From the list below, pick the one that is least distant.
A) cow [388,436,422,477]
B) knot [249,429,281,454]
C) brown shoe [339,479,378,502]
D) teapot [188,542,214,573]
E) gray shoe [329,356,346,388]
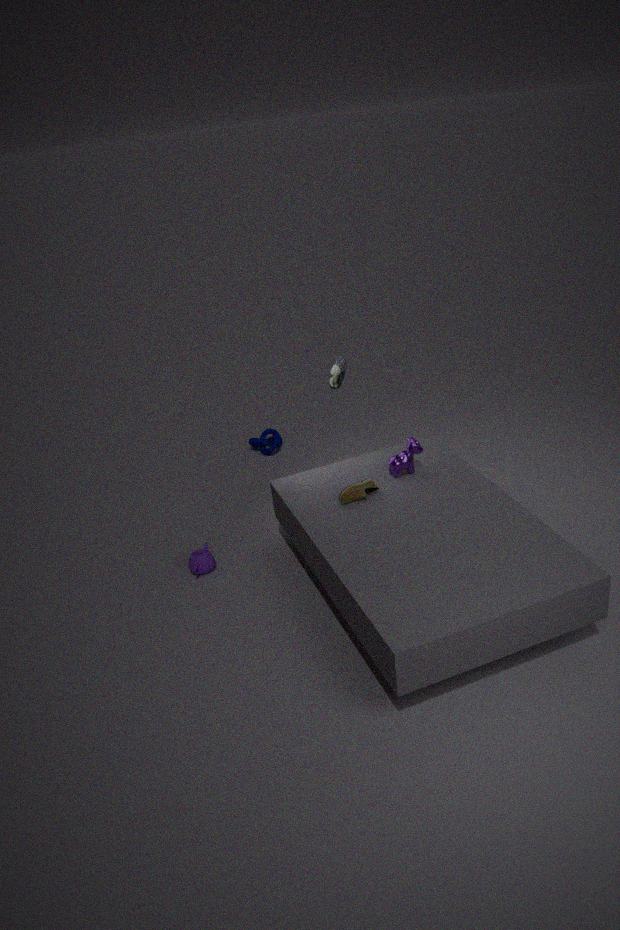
gray shoe [329,356,346,388]
